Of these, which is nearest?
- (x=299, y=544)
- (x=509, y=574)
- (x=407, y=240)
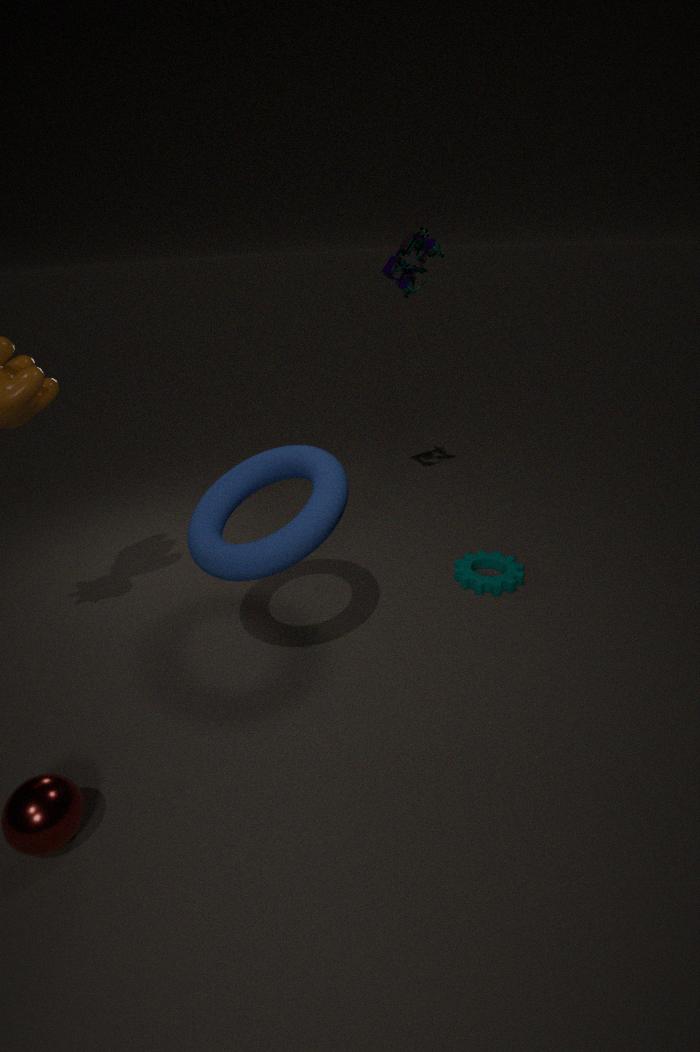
(x=299, y=544)
